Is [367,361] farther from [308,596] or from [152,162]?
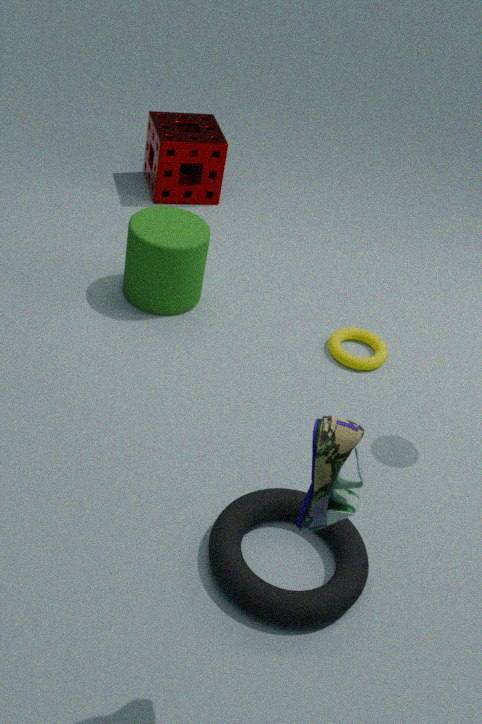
[152,162]
